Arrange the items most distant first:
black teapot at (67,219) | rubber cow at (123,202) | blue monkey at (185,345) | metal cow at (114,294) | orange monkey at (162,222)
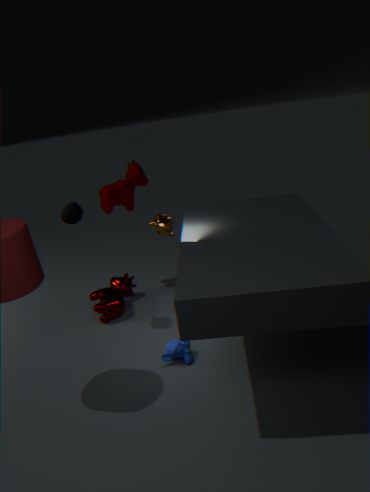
rubber cow at (123,202) → metal cow at (114,294) → orange monkey at (162,222) → black teapot at (67,219) → blue monkey at (185,345)
